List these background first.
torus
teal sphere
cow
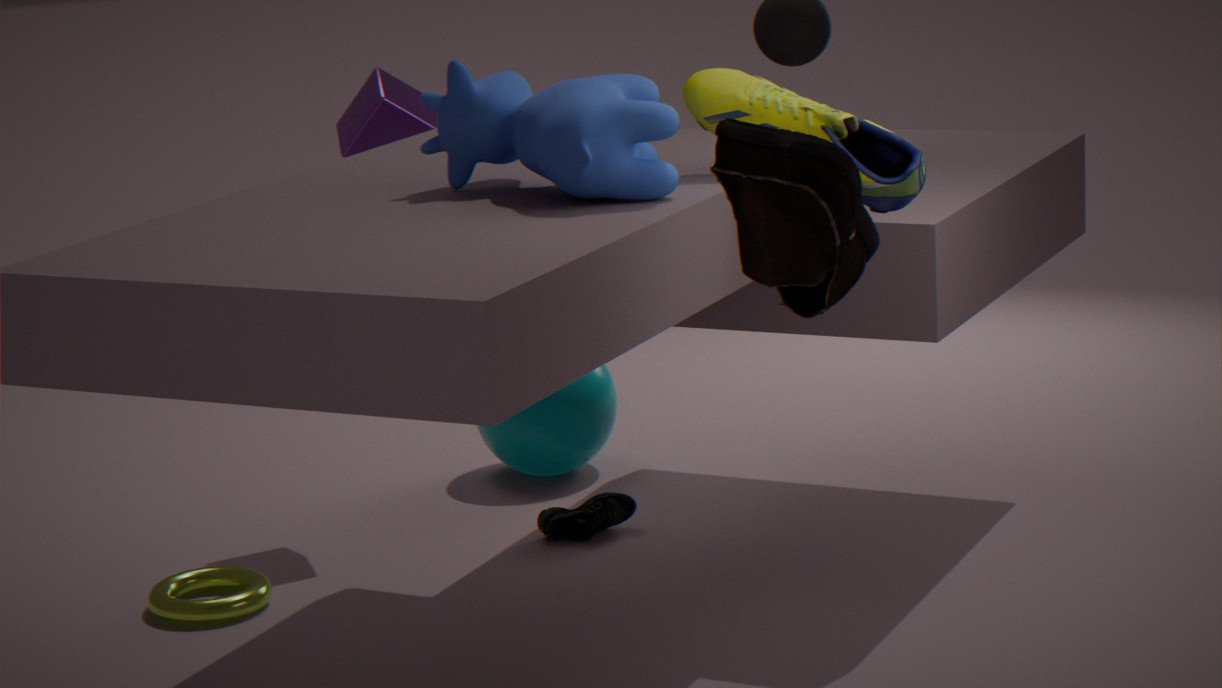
teal sphere < torus < cow
